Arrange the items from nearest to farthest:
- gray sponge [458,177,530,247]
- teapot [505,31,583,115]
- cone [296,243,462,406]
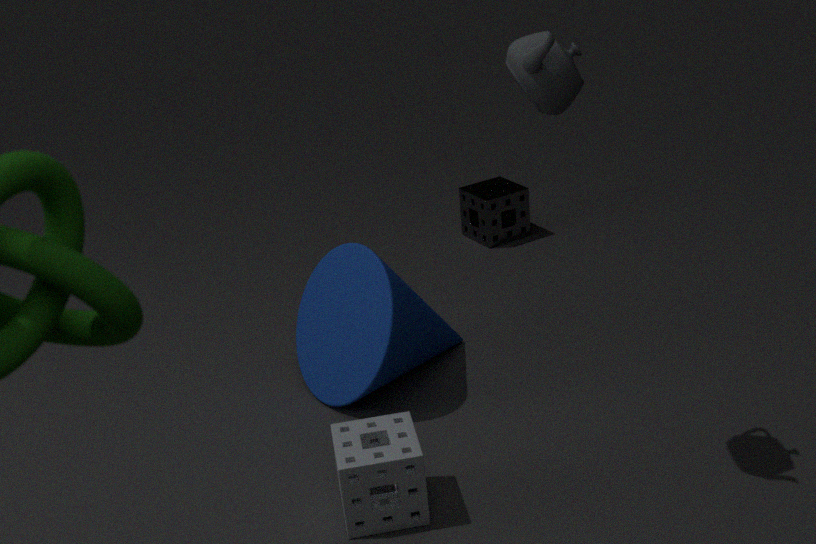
teapot [505,31,583,115], cone [296,243,462,406], gray sponge [458,177,530,247]
